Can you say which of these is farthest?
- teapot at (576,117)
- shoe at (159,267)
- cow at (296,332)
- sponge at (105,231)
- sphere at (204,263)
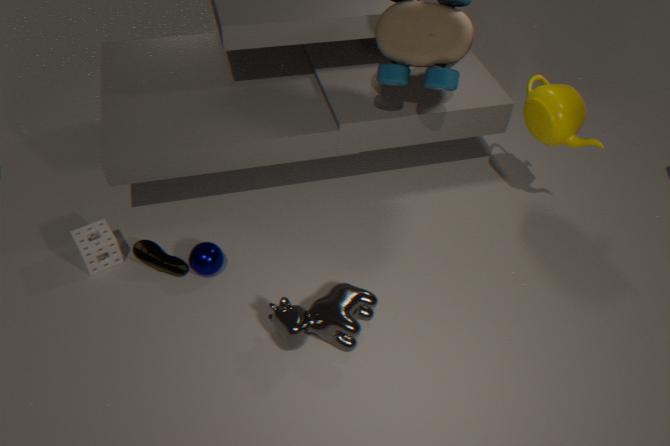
shoe at (159,267)
